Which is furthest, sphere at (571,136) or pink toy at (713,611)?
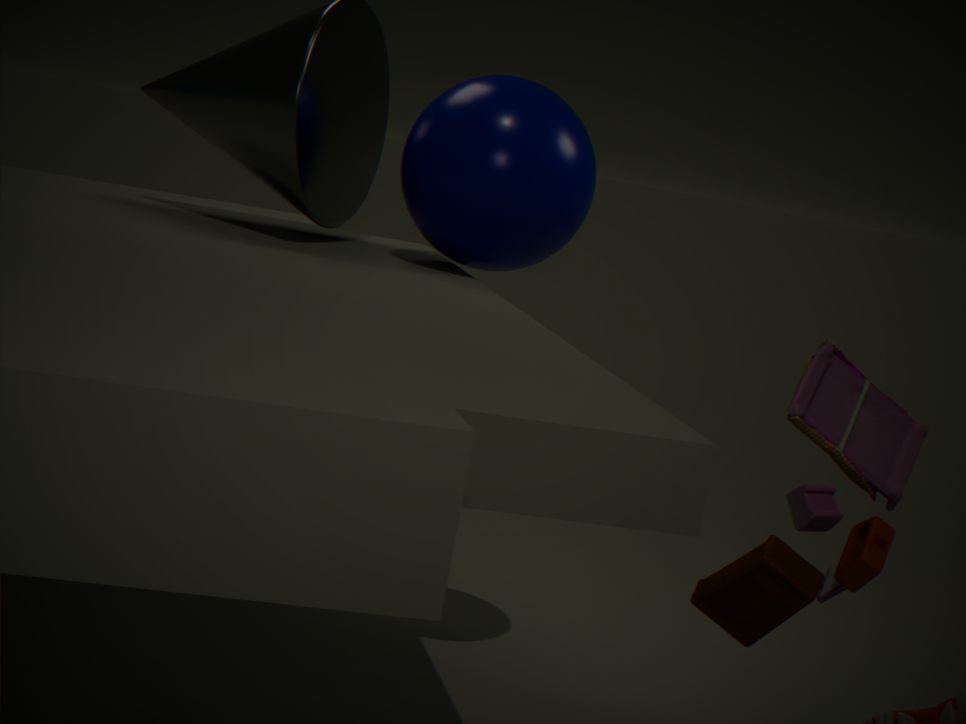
sphere at (571,136)
